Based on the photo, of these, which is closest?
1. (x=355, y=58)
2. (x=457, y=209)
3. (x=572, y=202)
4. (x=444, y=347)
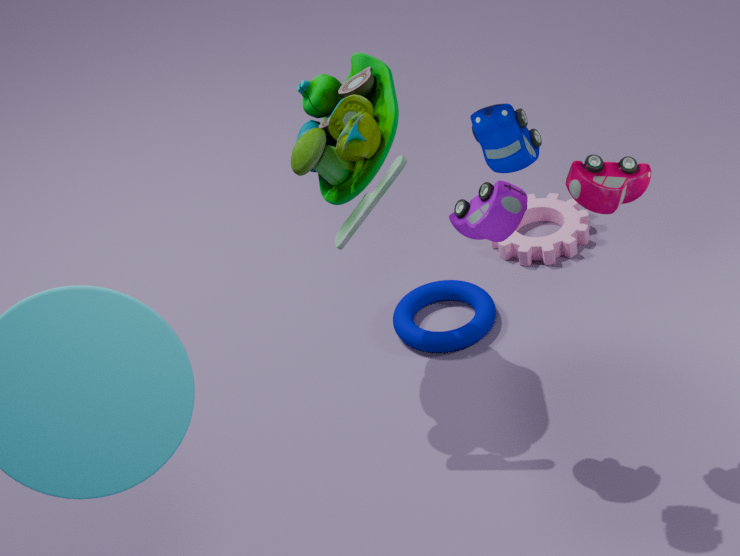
(x=457, y=209)
